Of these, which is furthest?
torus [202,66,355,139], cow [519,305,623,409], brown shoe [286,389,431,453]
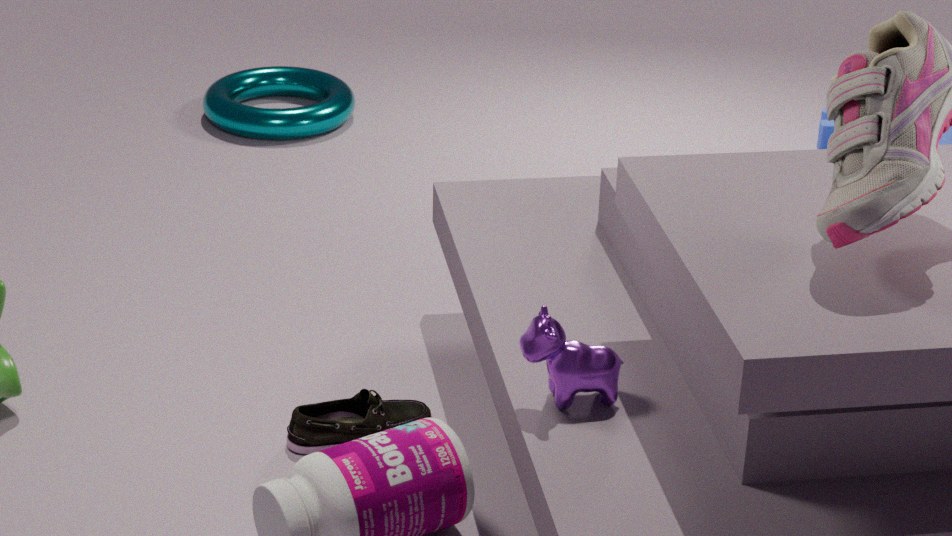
torus [202,66,355,139]
